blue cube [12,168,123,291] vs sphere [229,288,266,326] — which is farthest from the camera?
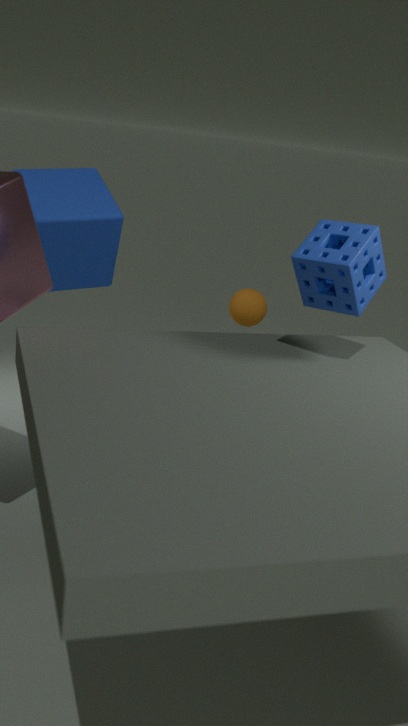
sphere [229,288,266,326]
